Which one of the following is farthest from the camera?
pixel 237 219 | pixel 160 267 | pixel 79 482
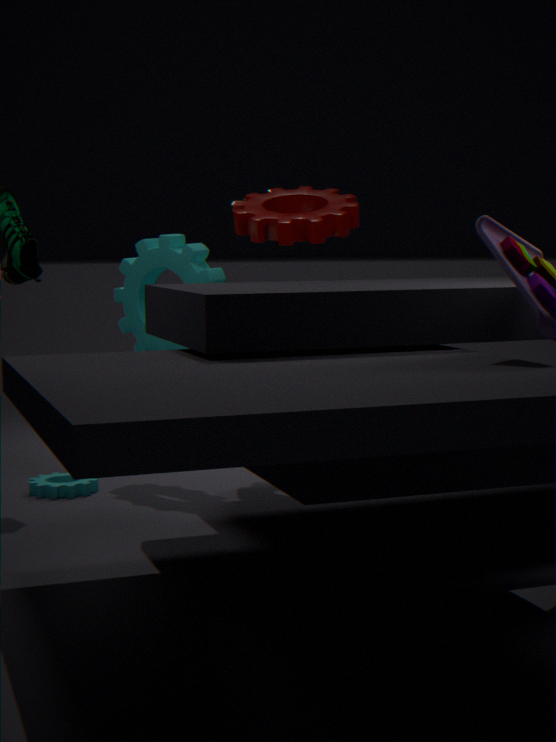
pixel 237 219
